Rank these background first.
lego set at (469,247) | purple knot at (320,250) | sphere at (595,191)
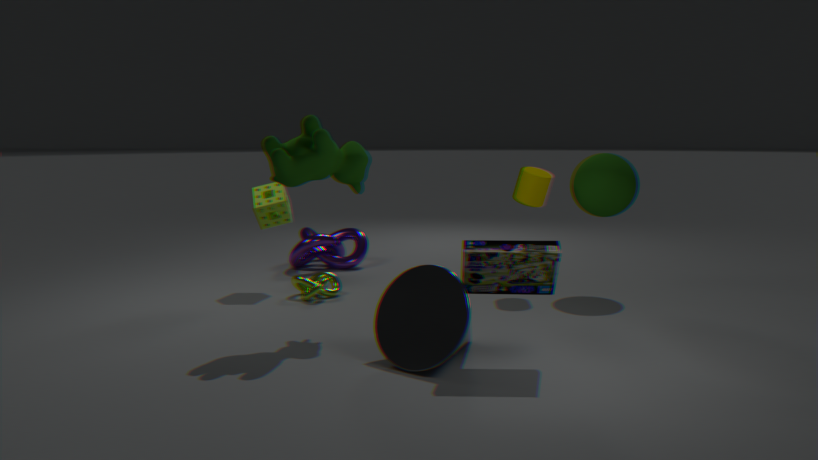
purple knot at (320,250)
sphere at (595,191)
lego set at (469,247)
